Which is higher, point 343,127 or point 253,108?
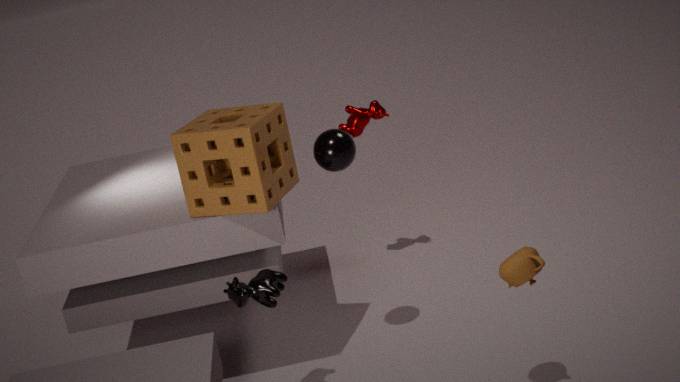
point 253,108
